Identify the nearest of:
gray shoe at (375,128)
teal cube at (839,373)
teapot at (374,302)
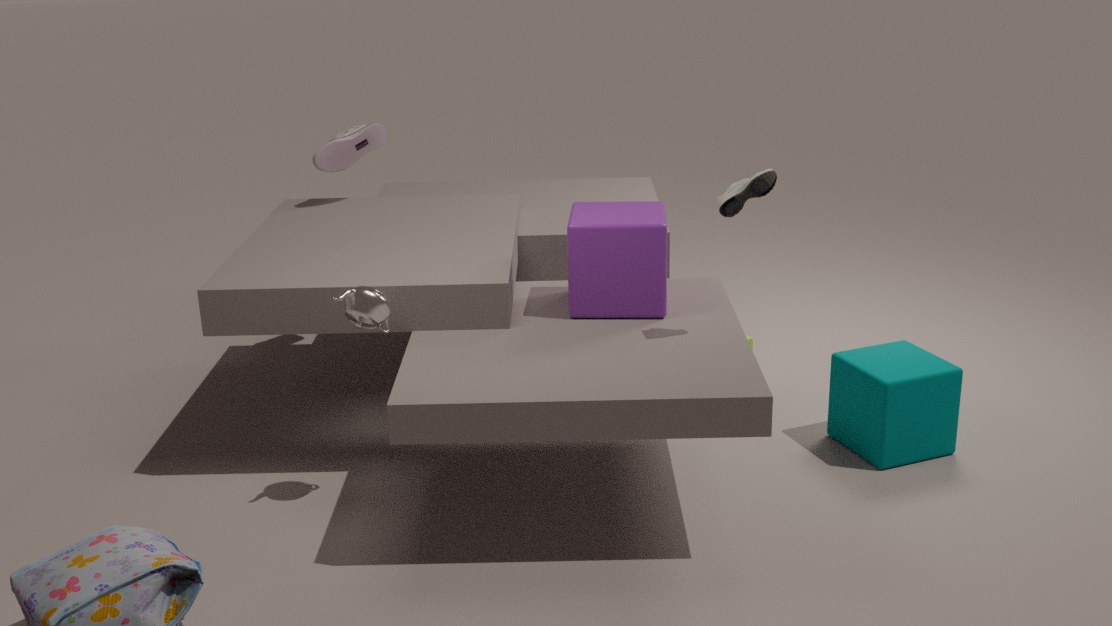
teapot at (374,302)
